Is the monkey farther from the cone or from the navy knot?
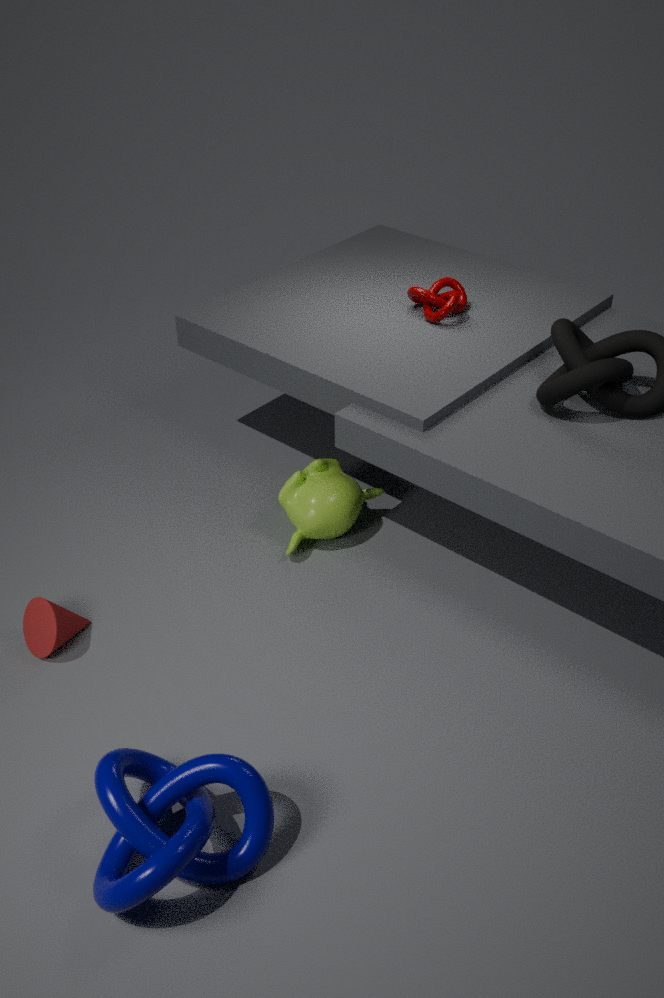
the navy knot
